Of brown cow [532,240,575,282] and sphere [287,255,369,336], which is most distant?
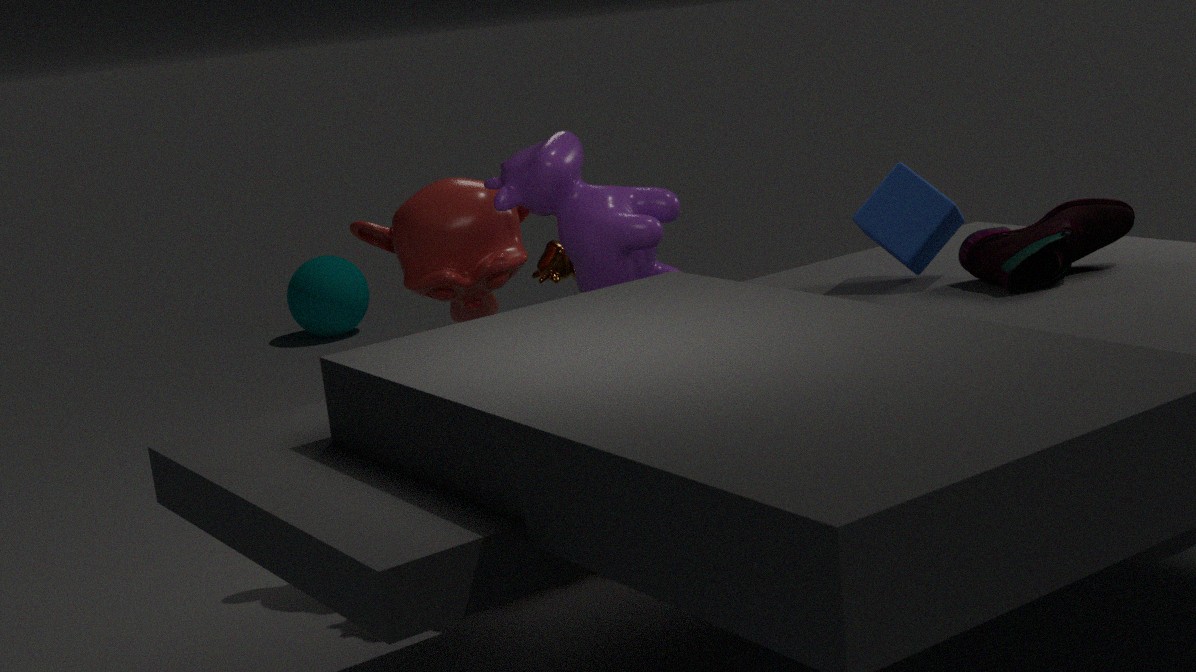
sphere [287,255,369,336]
